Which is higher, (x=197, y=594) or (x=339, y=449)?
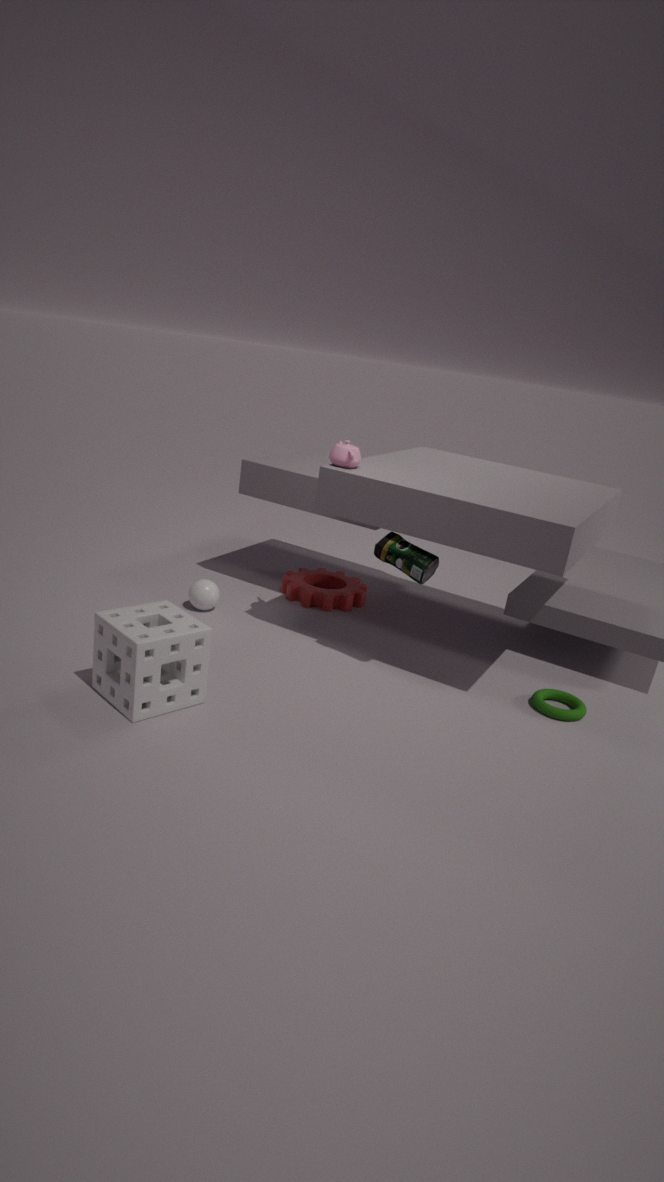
(x=339, y=449)
